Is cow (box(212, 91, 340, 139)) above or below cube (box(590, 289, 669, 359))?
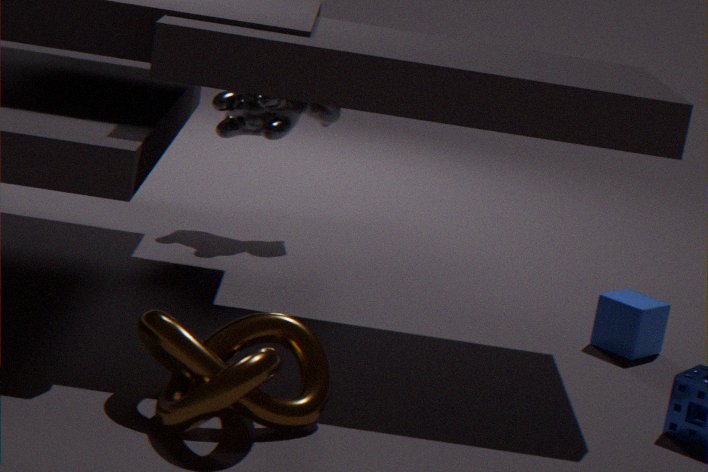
above
